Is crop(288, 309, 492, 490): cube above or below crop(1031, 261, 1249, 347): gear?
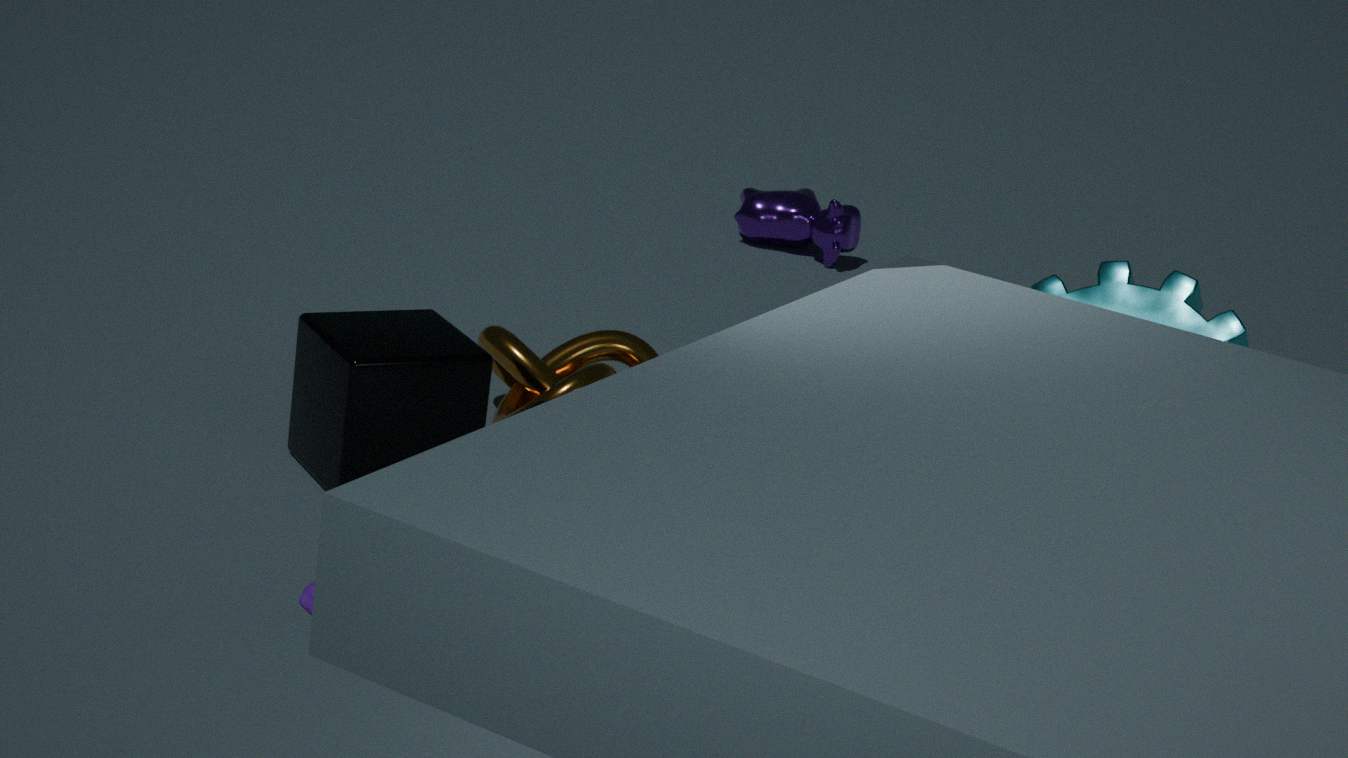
below
